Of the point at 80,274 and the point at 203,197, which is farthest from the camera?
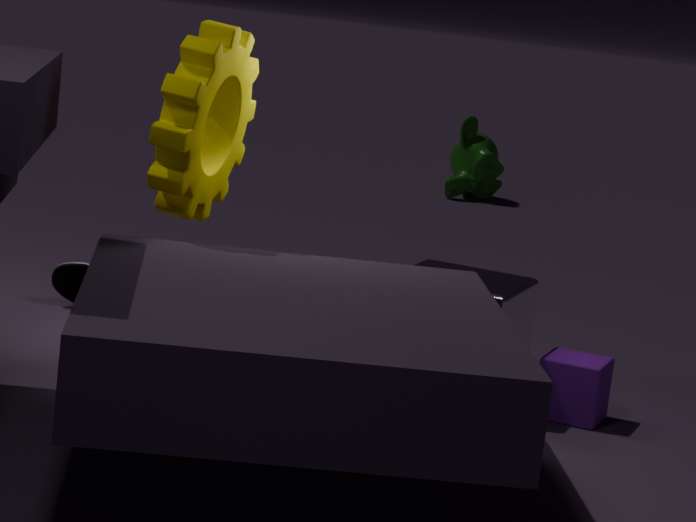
the point at 80,274
